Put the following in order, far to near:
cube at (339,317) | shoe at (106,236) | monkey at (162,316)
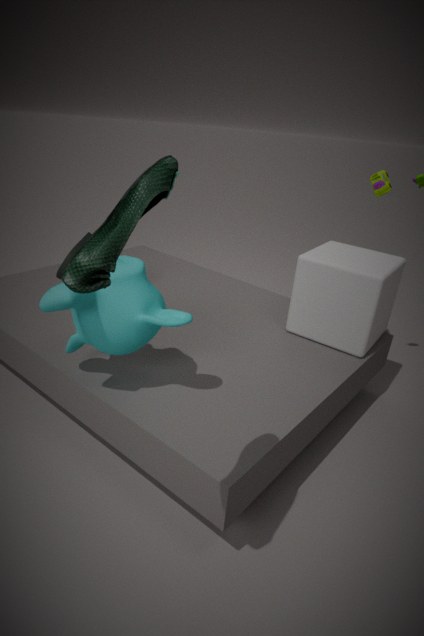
1. cube at (339,317)
2. monkey at (162,316)
3. shoe at (106,236)
